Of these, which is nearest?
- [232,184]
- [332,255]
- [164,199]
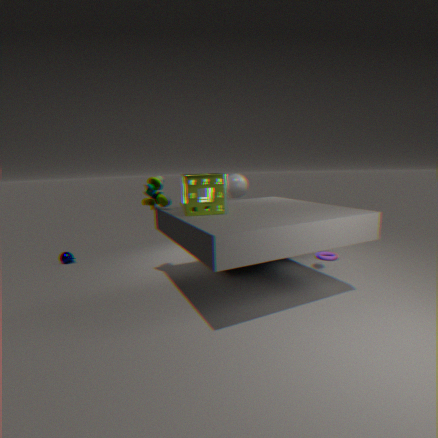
[164,199]
